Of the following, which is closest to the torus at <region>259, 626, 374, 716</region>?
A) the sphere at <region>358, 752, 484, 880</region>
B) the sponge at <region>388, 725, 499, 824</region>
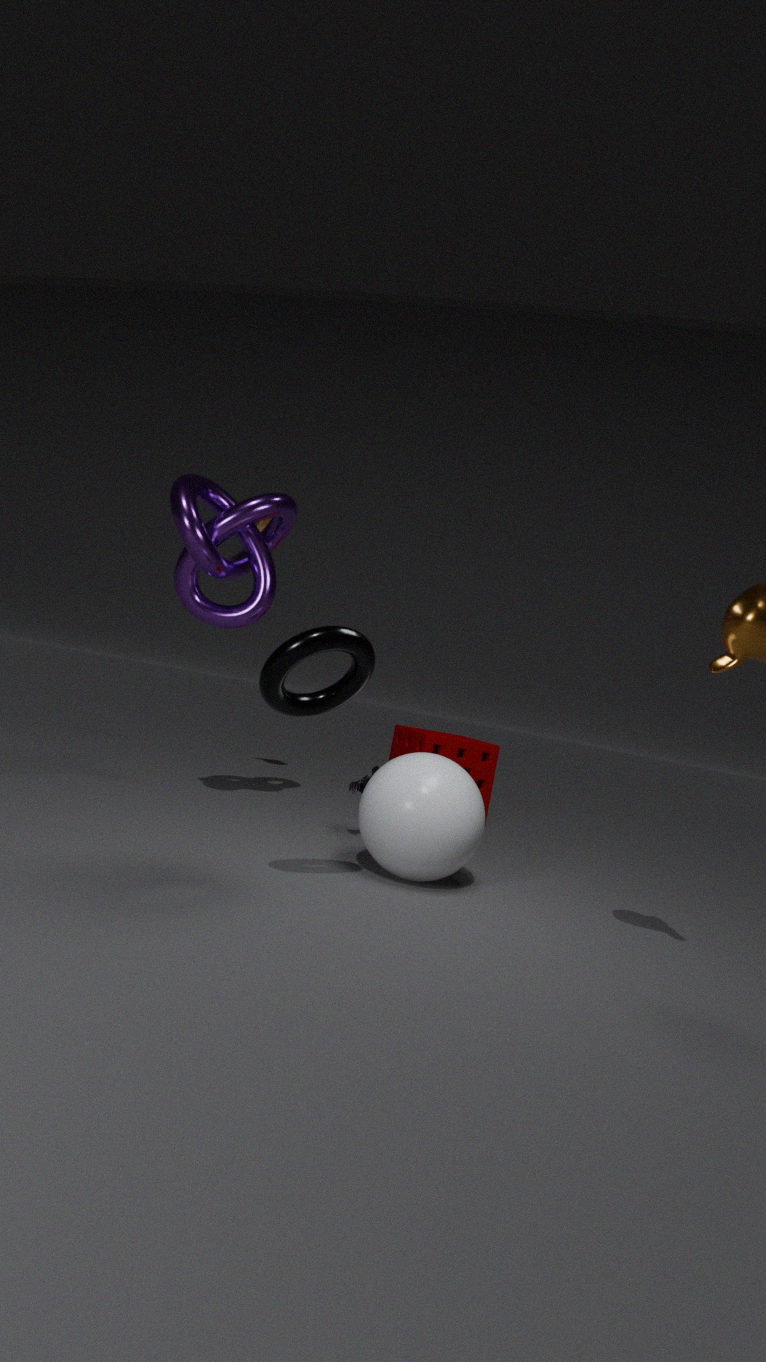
the sphere at <region>358, 752, 484, 880</region>
